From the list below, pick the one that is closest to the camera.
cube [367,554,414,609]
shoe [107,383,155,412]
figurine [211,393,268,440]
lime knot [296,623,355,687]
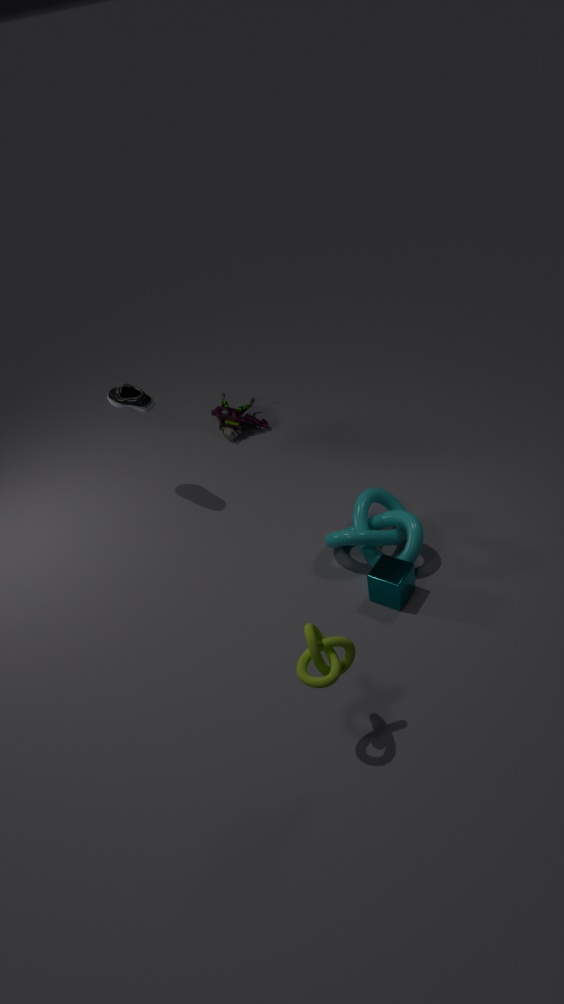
lime knot [296,623,355,687]
